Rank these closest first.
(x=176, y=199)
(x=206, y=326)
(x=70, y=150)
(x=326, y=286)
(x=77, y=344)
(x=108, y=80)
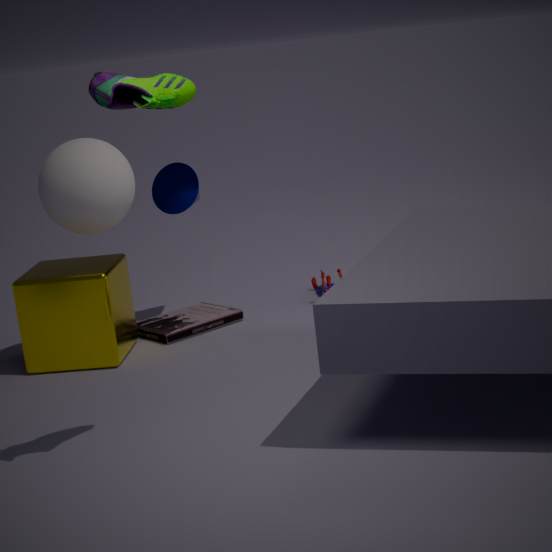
1. (x=108, y=80)
2. (x=70, y=150)
3. (x=77, y=344)
4. (x=206, y=326)
5. (x=176, y=199)
6. (x=326, y=286)
